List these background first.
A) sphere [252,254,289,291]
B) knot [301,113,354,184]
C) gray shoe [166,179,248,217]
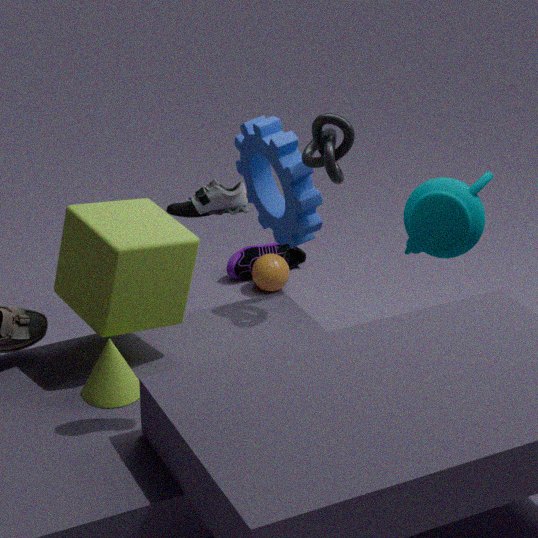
sphere [252,254,289,291], knot [301,113,354,184], gray shoe [166,179,248,217]
